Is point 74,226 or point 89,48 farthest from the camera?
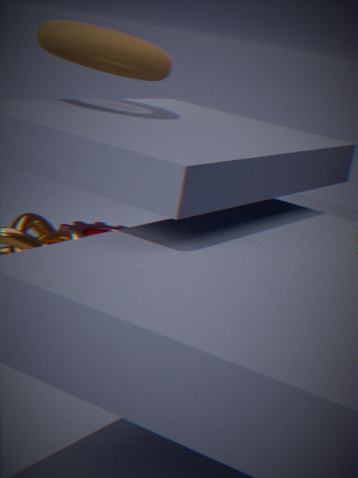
point 74,226
